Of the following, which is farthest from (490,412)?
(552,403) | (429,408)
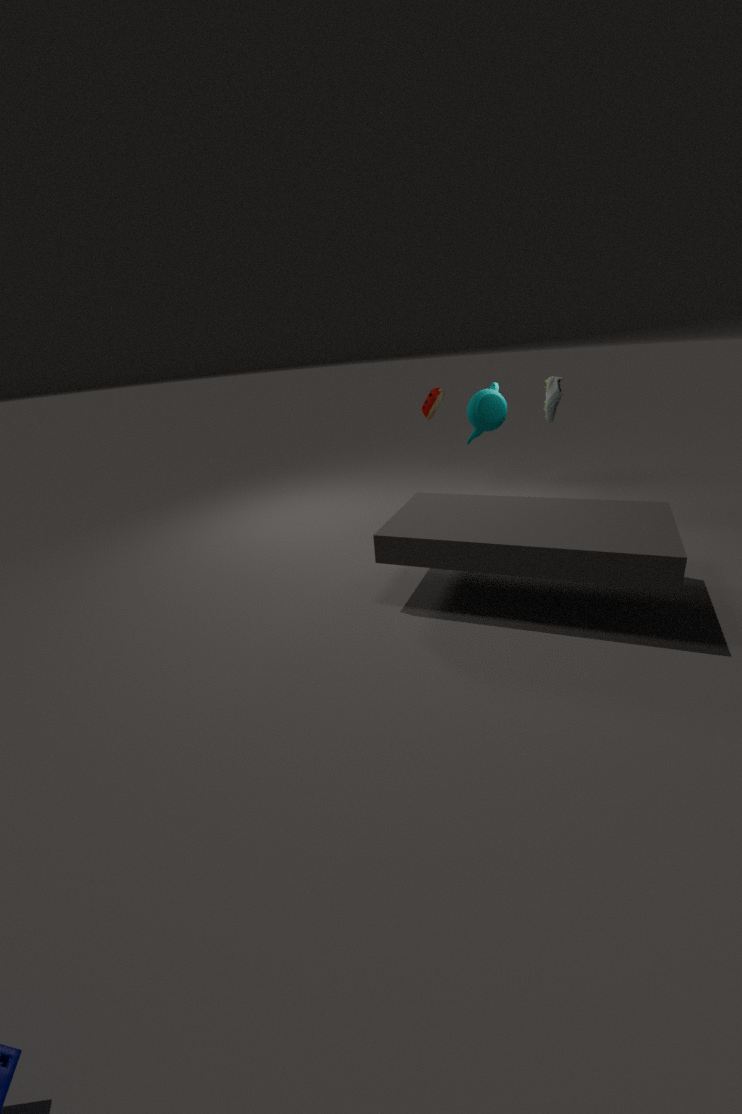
(429,408)
